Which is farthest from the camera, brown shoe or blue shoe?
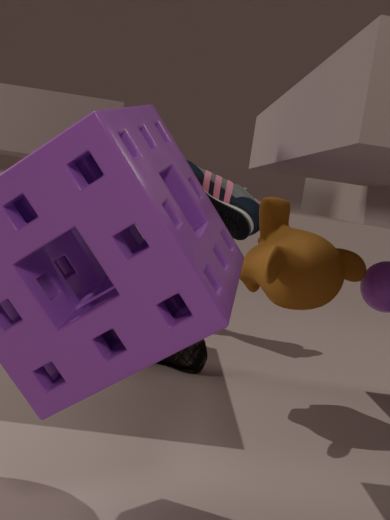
blue shoe
